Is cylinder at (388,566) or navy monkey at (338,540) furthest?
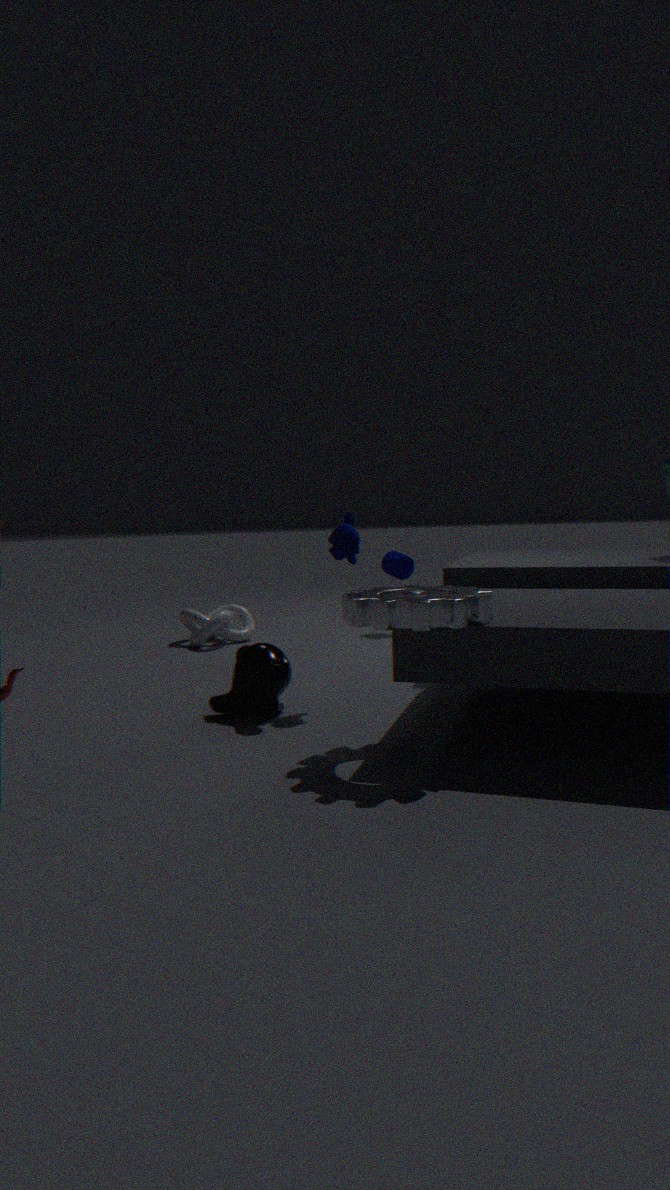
cylinder at (388,566)
